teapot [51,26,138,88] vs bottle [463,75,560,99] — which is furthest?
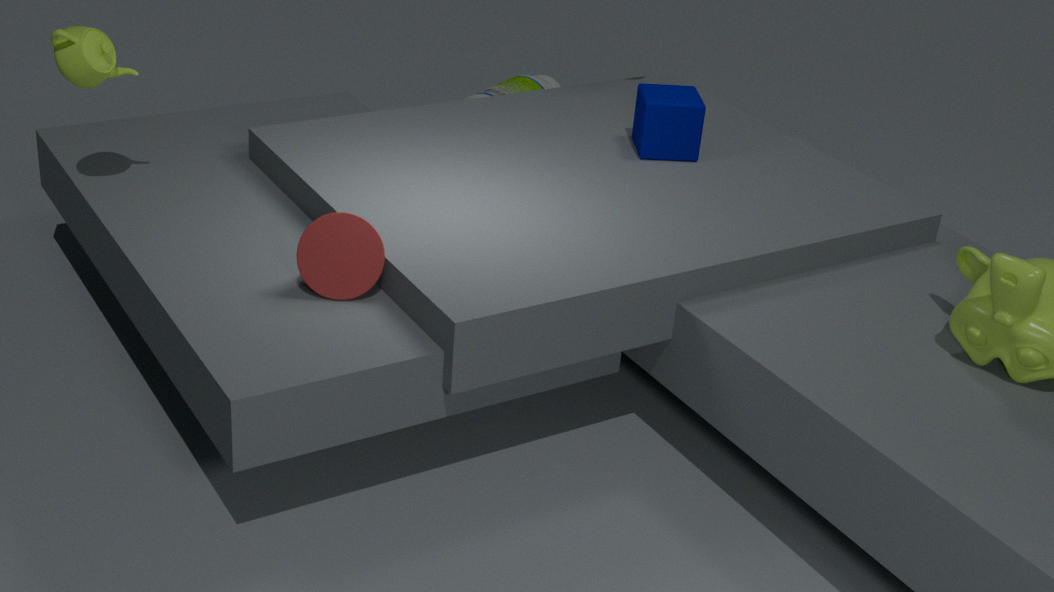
bottle [463,75,560,99]
